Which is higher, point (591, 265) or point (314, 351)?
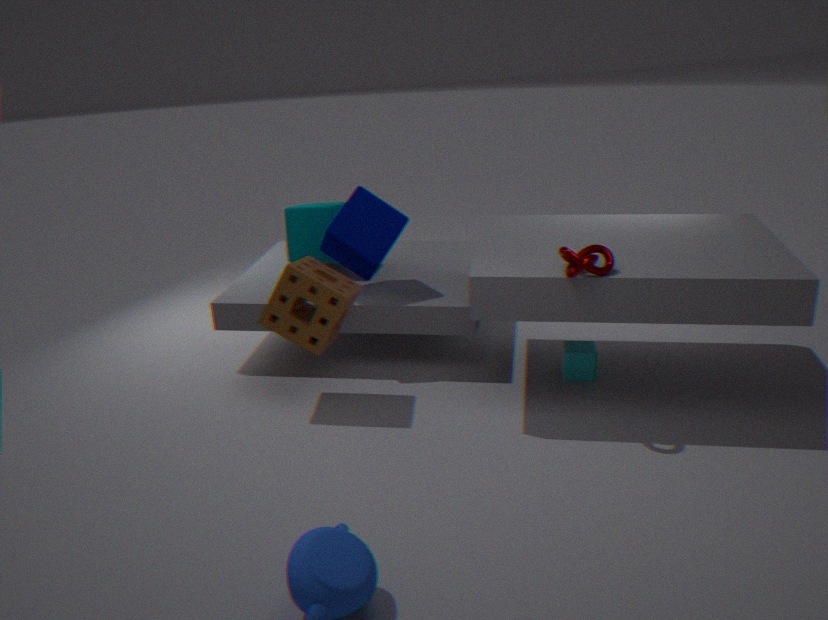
point (591, 265)
